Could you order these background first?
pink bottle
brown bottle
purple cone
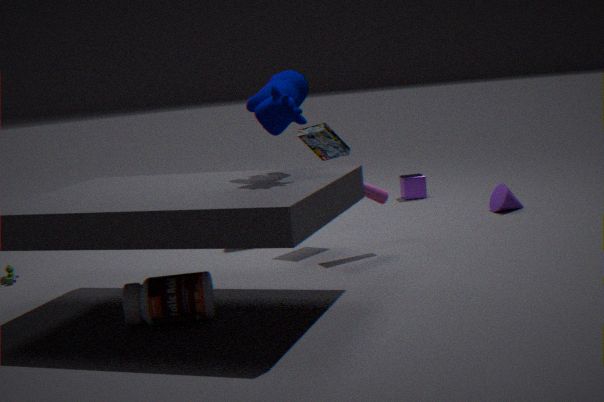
purple cone < pink bottle < brown bottle
